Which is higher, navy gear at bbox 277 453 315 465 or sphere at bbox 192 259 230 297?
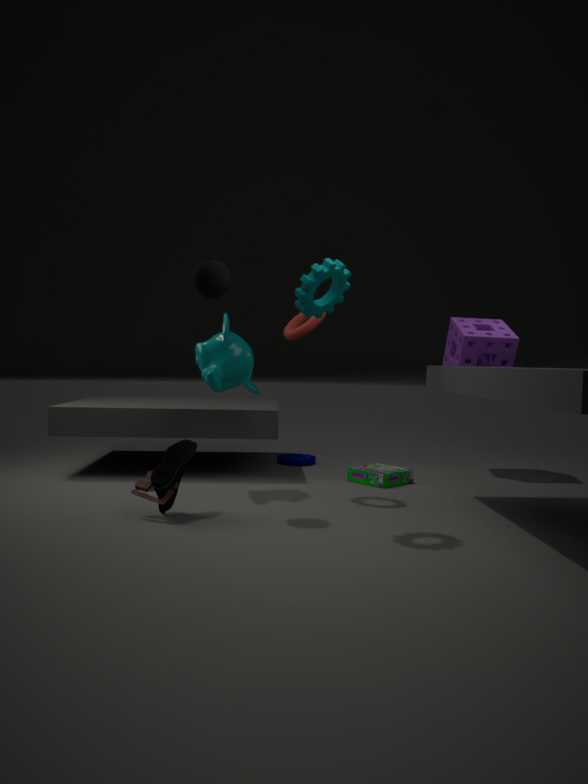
sphere at bbox 192 259 230 297
